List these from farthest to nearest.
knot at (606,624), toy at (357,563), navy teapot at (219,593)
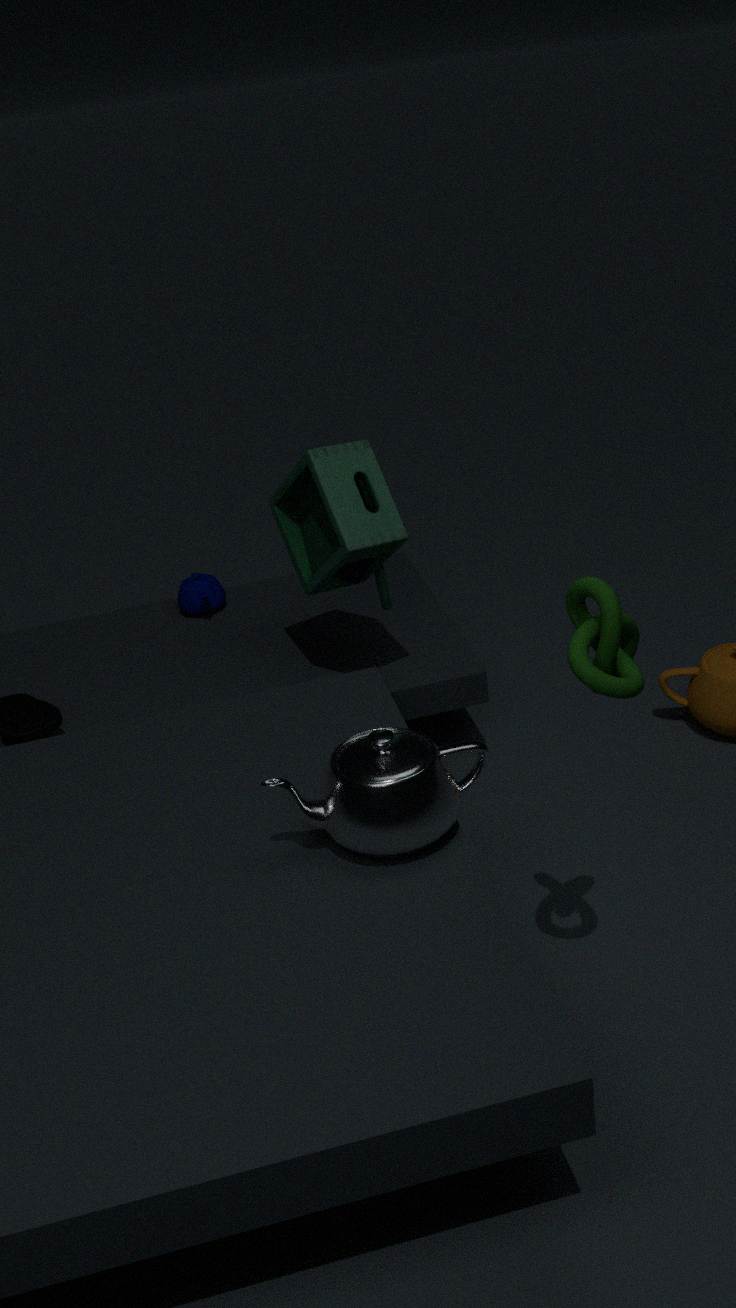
navy teapot at (219,593), toy at (357,563), knot at (606,624)
